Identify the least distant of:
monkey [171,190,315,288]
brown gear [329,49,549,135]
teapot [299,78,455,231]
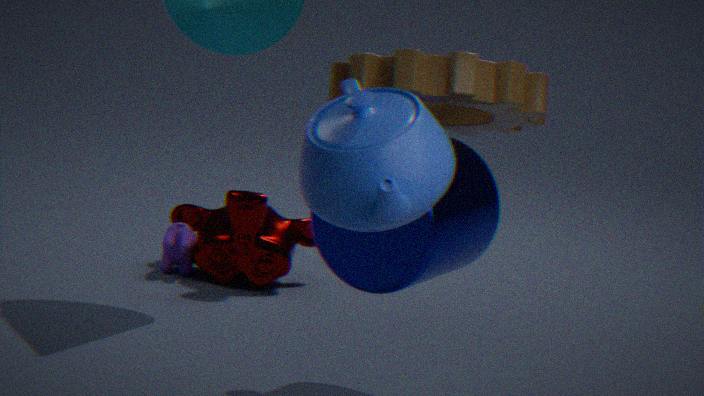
teapot [299,78,455,231]
